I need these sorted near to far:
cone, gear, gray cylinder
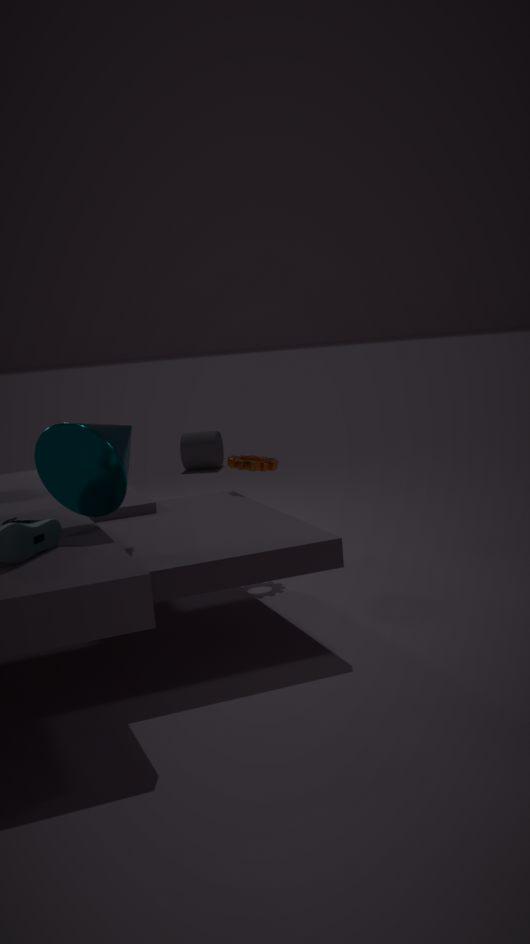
cone, gear, gray cylinder
